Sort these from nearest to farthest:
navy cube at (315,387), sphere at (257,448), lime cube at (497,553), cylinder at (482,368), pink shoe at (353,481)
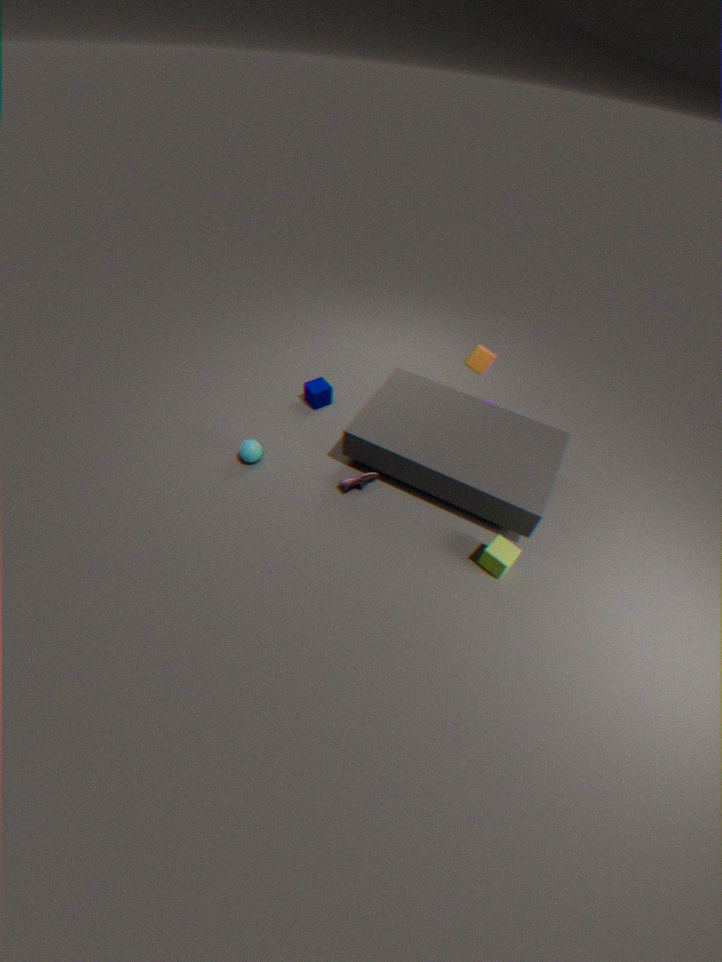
lime cube at (497,553) → pink shoe at (353,481) → sphere at (257,448) → cylinder at (482,368) → navy cube at (315,387)
